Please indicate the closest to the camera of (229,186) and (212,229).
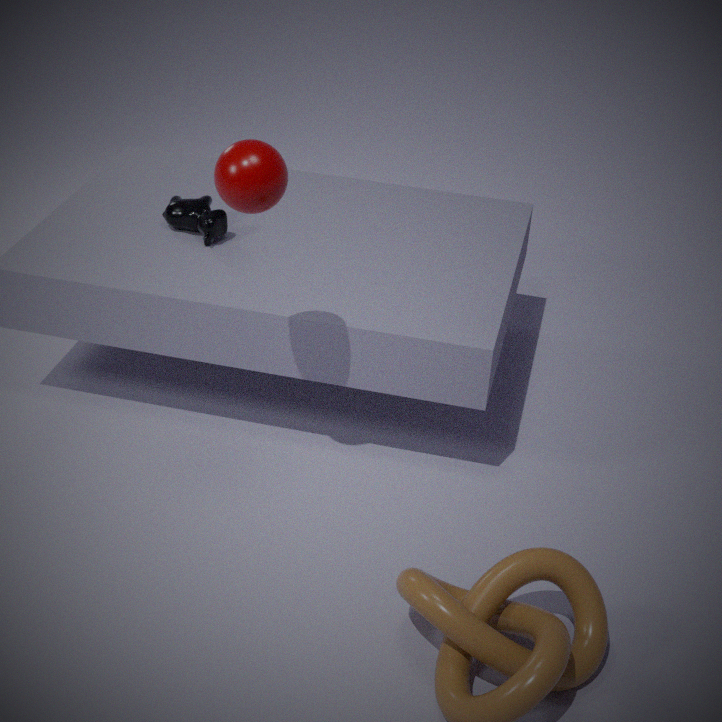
(229,186)
